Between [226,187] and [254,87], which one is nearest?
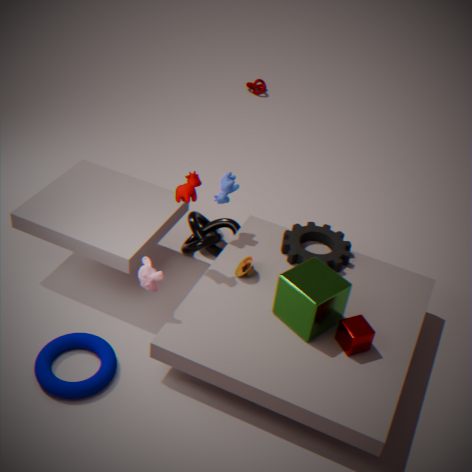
[226,187]
